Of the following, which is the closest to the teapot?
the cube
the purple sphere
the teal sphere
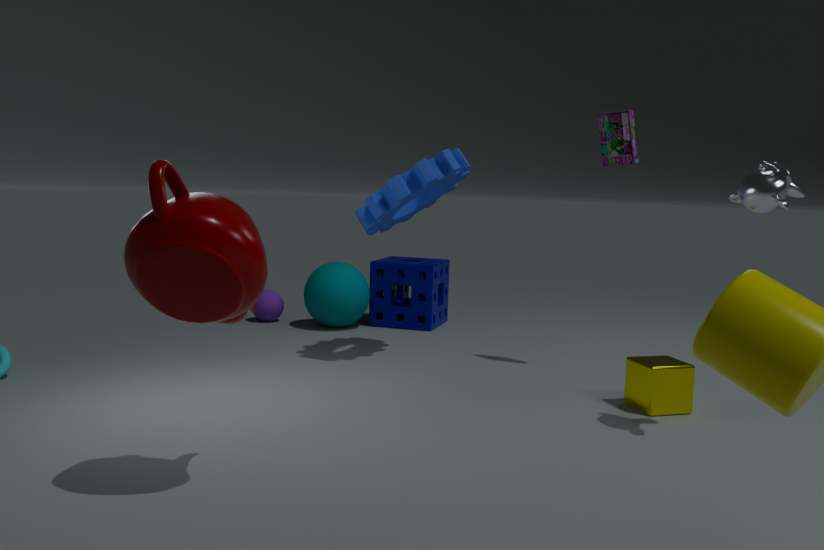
the cube
